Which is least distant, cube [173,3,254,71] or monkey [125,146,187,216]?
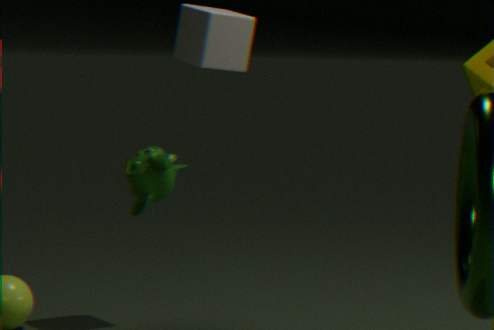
monkey [125,146,187,216]
